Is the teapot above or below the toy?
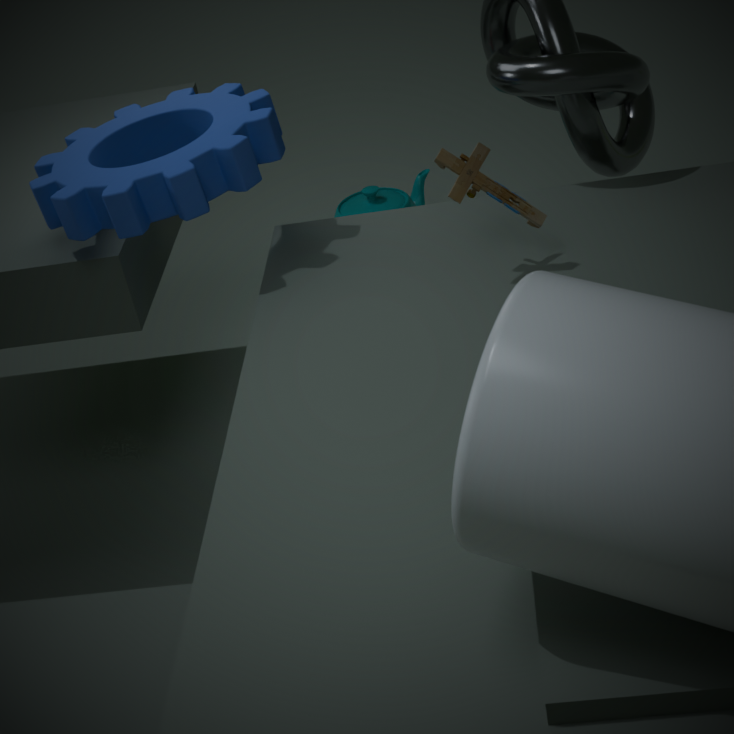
below
